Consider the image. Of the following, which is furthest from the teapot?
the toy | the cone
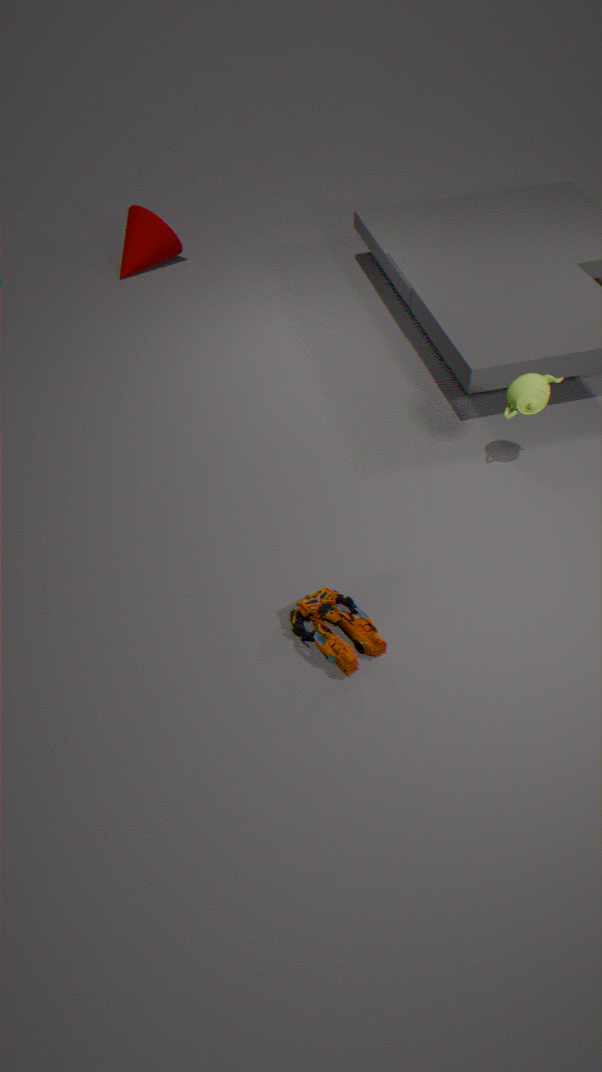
the cone
